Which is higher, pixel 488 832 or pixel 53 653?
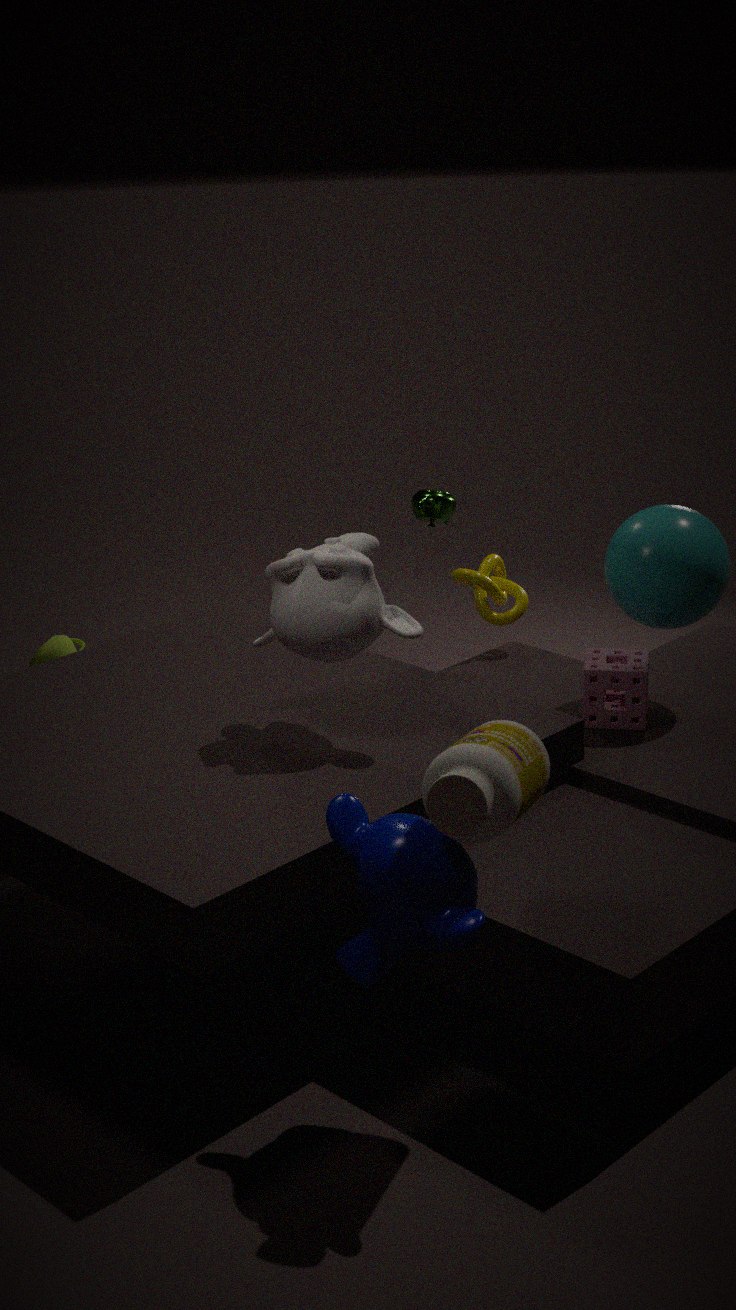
pixel 488 832
